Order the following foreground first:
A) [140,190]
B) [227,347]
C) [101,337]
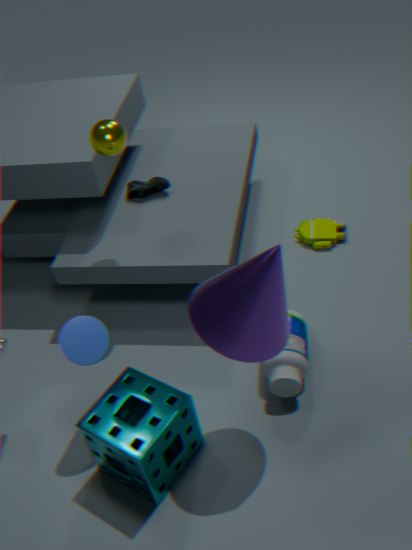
[227,347]
[101,337]
[140,190]
